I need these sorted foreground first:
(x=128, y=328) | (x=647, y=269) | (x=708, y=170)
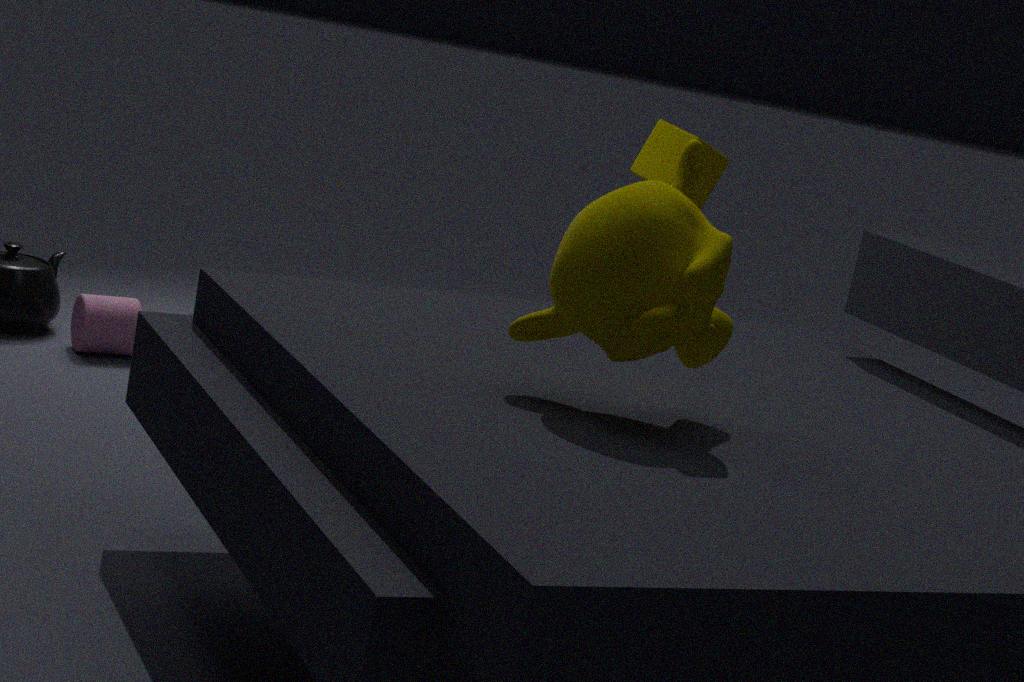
(x=647, y=269) < (x=708, y=170) < (x=128, y=328)
